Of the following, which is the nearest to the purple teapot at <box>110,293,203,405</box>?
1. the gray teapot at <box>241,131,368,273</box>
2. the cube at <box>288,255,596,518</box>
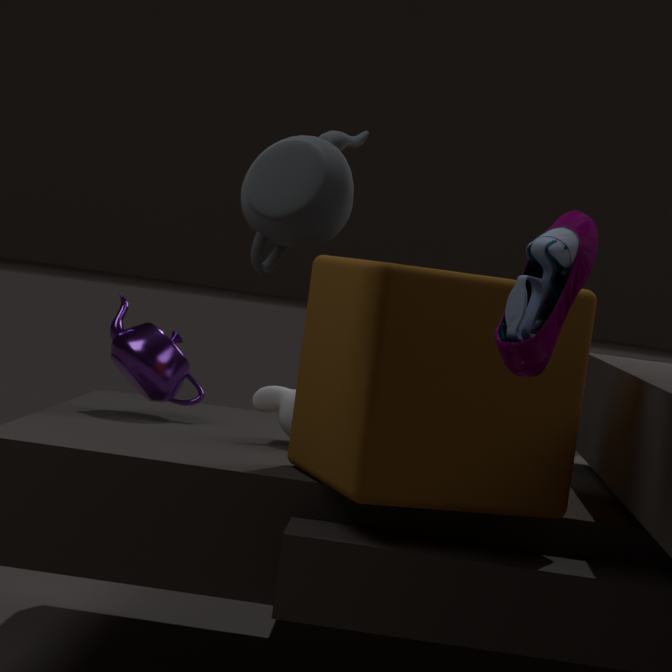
the cube at <box>288,255,596,518</box>
